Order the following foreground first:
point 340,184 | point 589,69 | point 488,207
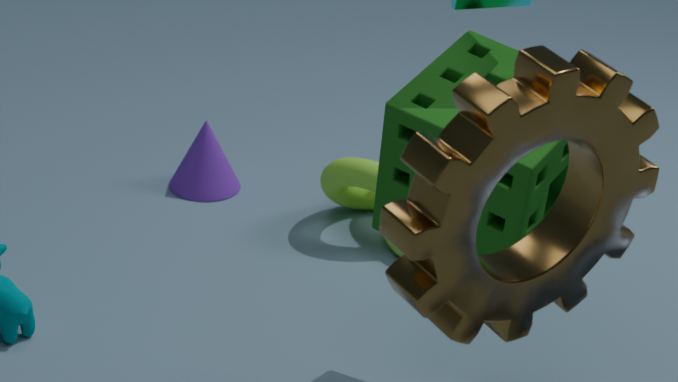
point 589,69 < point 488,207 < point 340,184
